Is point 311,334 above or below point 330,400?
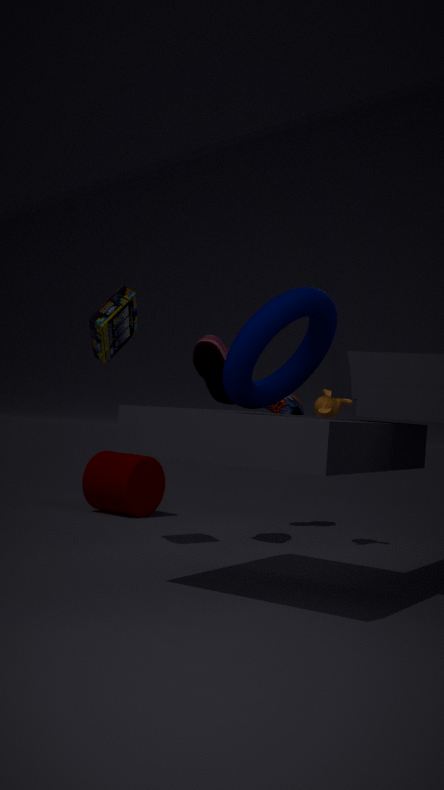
above
